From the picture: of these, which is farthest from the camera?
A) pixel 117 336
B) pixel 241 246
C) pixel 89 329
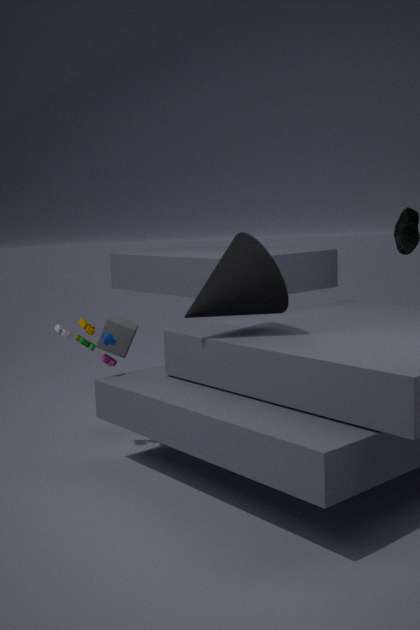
pixel 117 336
